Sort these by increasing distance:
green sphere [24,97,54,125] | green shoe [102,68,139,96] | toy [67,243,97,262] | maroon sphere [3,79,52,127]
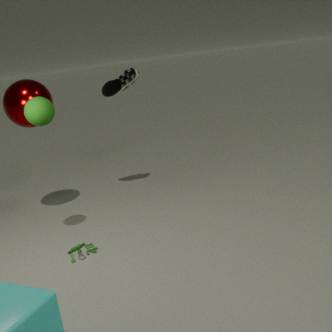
green sphere [24,97,54,125] → toy [67,243,97,262] → maroon sphere [3,79,52,127] → green shoe [102,68,139,96]
